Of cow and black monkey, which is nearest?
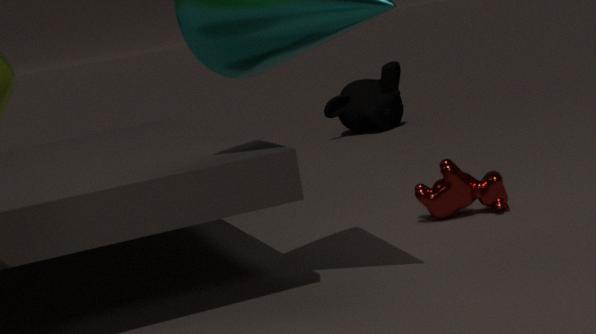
cow
